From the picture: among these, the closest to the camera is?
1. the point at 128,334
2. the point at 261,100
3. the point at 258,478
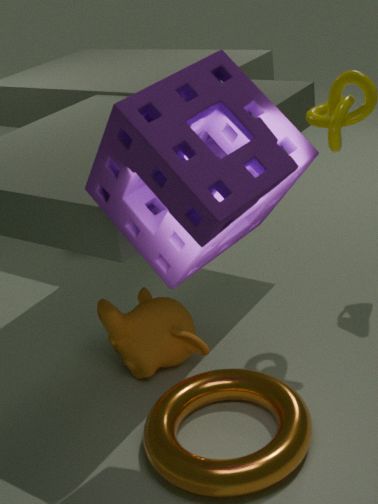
the point at 261,100
